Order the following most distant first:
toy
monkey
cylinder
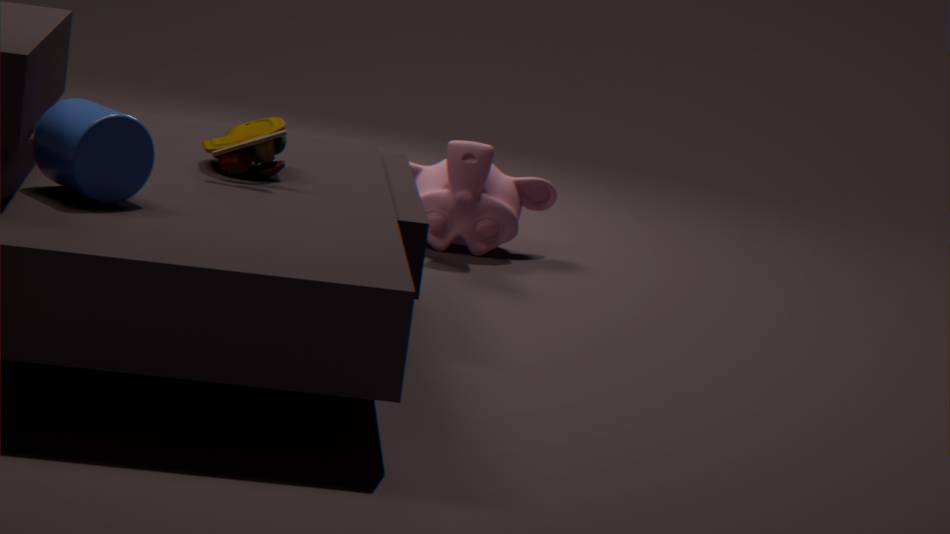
monkey, toy, cylinder
